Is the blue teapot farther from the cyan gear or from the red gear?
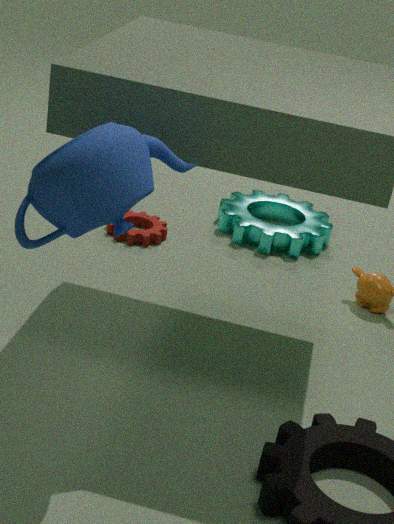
the cyan gear
